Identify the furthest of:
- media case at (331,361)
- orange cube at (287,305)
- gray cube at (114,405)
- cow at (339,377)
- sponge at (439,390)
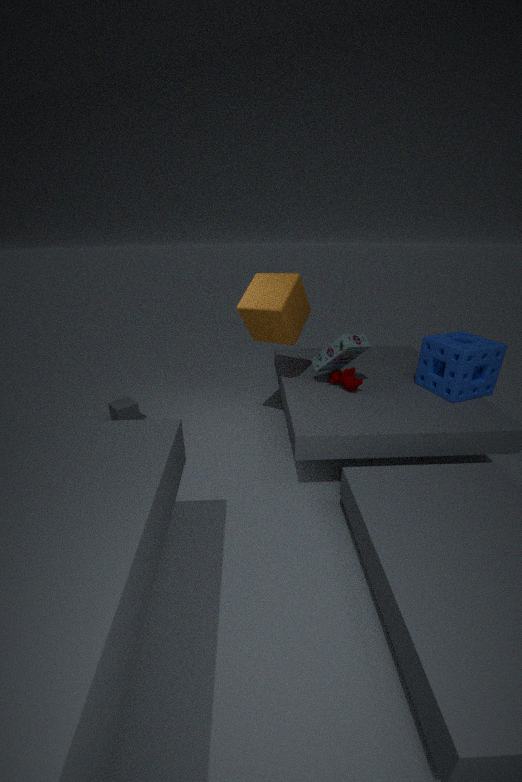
gray cube at (114,405)
